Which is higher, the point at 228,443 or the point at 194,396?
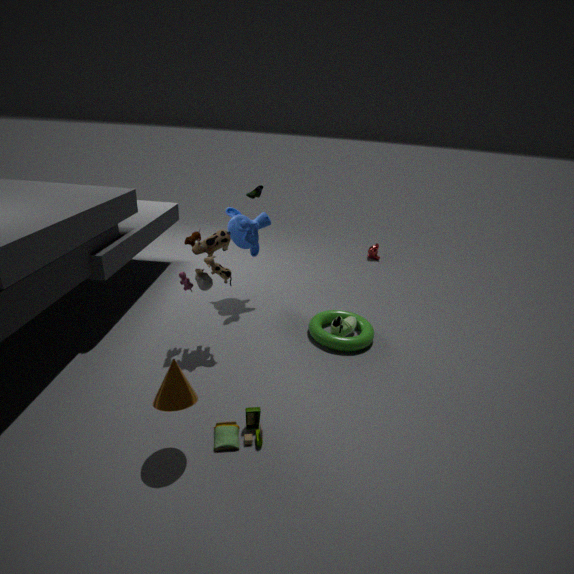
the point at 194,396
